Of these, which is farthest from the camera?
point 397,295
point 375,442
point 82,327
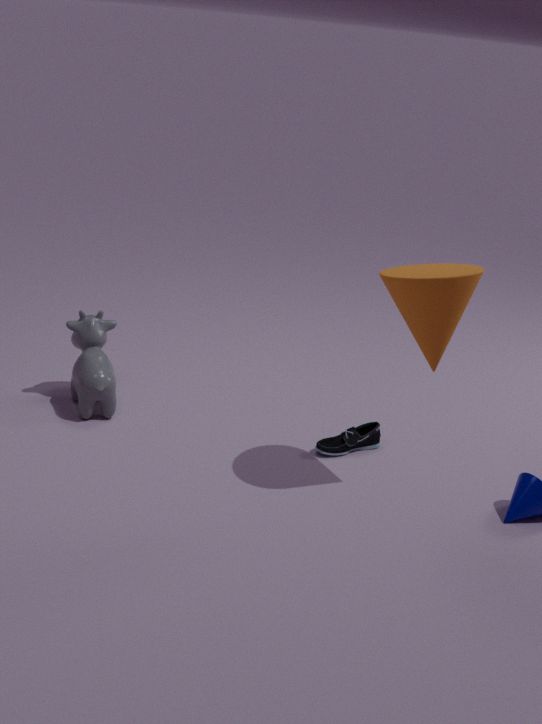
point 82,327
